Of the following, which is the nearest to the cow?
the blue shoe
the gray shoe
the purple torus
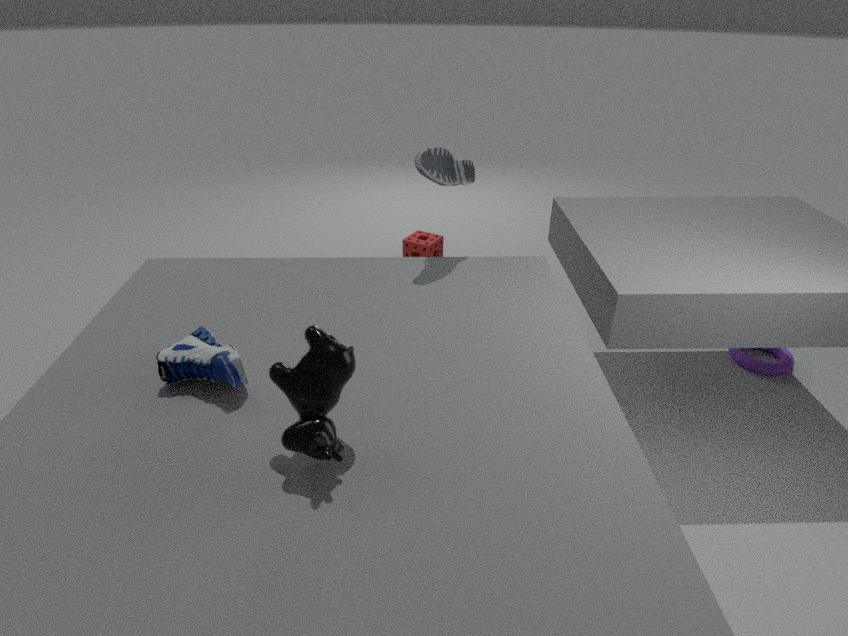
the blue shoe
